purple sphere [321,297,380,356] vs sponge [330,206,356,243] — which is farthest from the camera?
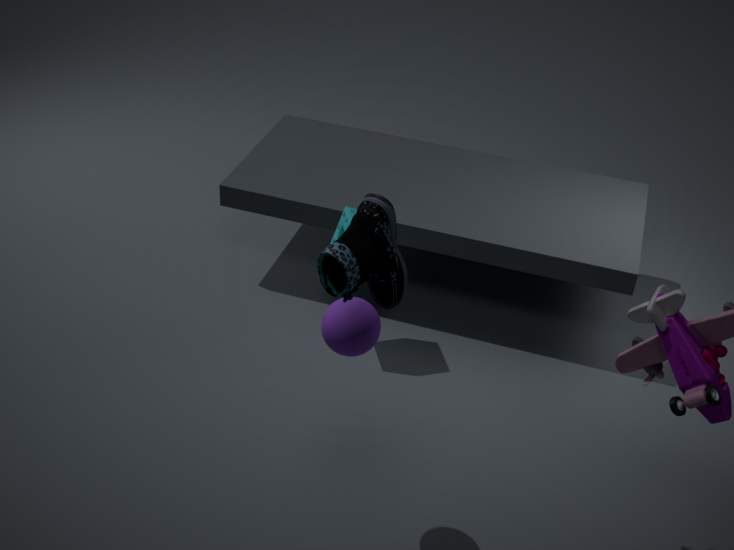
sponge [330,206,356,243]
